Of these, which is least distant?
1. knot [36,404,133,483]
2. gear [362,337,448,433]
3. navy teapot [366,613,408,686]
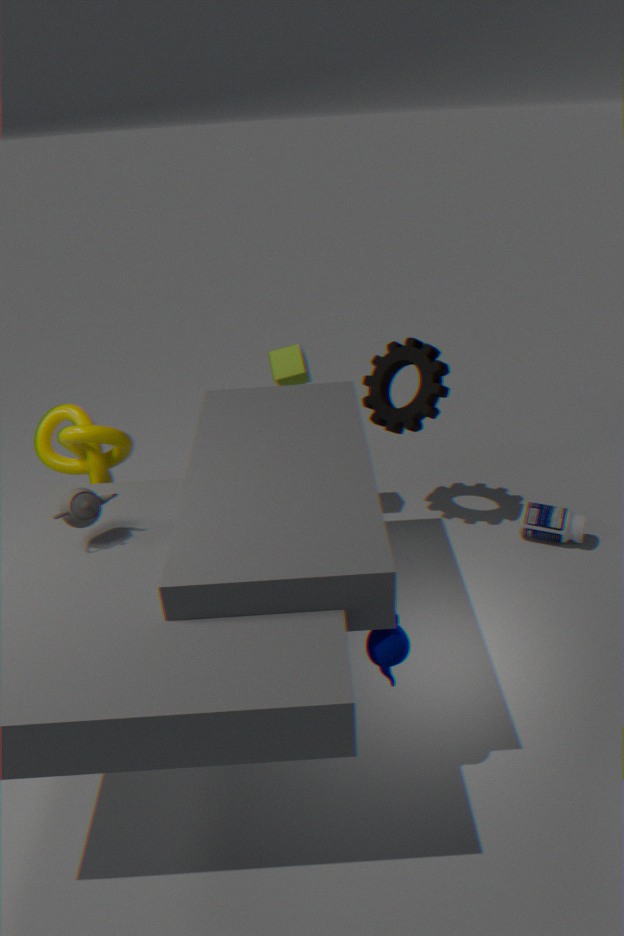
navy teapot [366,613,408,686]
